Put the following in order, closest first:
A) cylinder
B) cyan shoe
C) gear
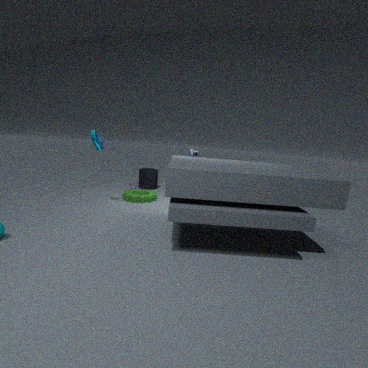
cyan shoe, gear, cylinder
